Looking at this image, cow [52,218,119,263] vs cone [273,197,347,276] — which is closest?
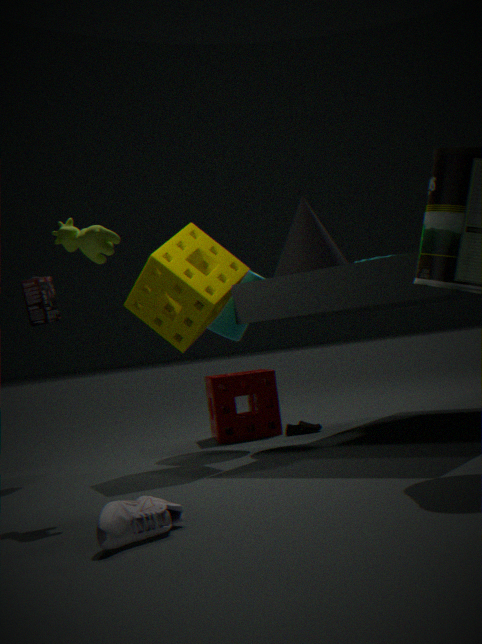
cow [52,218,119,263]
